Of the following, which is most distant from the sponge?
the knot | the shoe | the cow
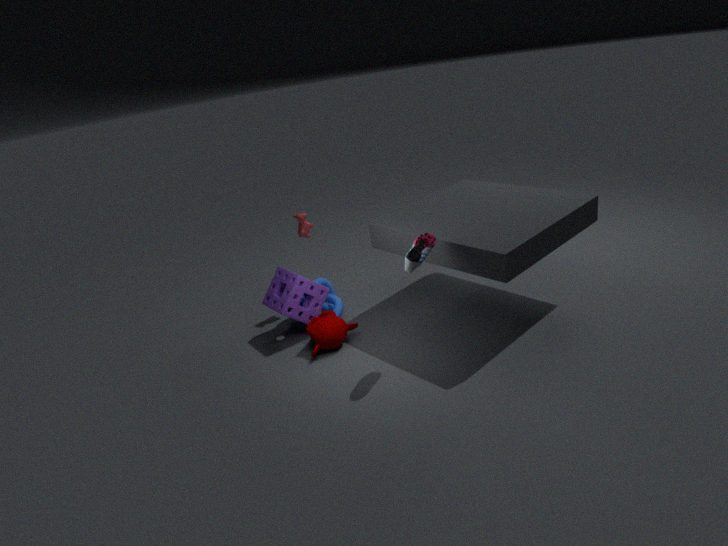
the shoe
